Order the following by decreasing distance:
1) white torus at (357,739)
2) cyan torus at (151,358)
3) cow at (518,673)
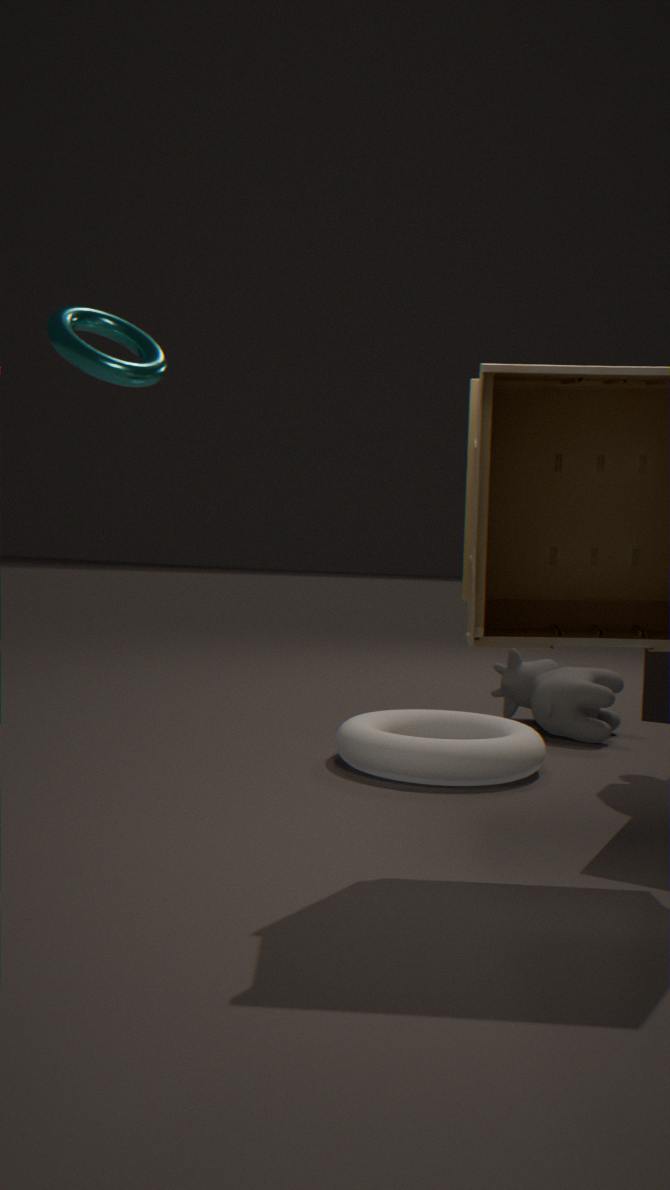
3. cow at (518,673) < 1. white torus at (357,739) < 2. cyan torus at (151,358)
